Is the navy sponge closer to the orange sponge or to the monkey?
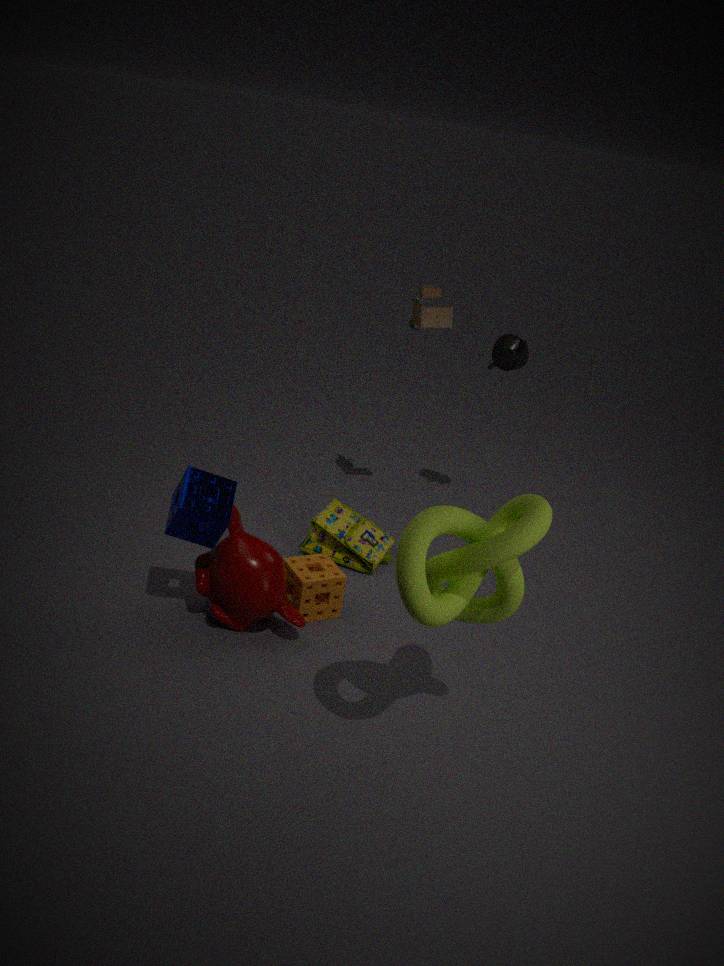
the monkey
